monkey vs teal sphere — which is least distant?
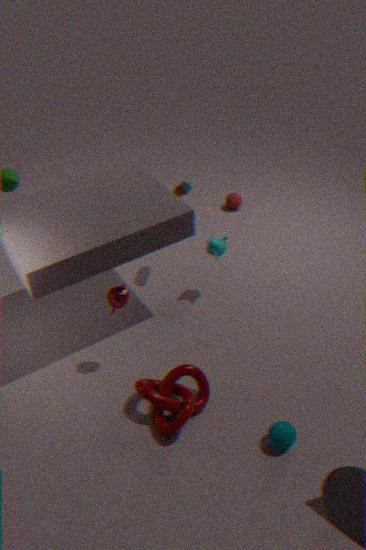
teal sphere
